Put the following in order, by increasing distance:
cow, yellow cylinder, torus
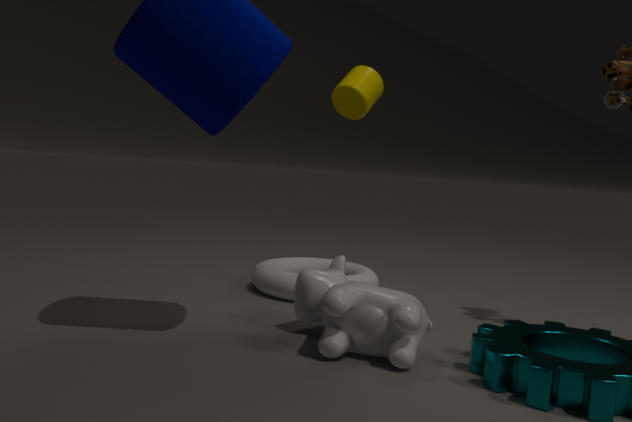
1. cow
2. torus
3. yellow cylinder
